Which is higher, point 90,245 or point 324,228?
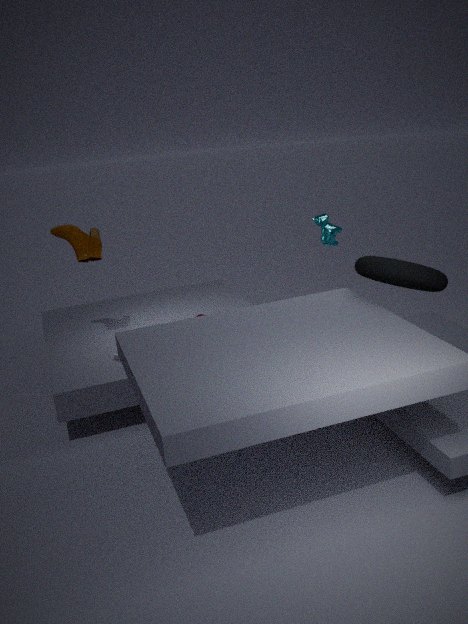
point 90,245
